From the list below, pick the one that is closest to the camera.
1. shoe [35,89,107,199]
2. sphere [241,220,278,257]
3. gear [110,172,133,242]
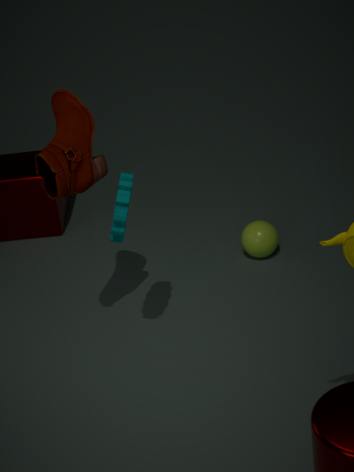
gear [110,172,133,242]
